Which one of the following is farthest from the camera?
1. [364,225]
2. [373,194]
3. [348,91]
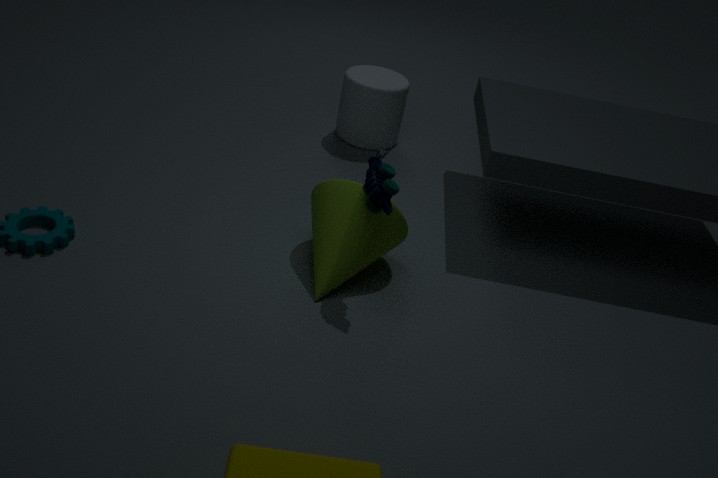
[348,91]
